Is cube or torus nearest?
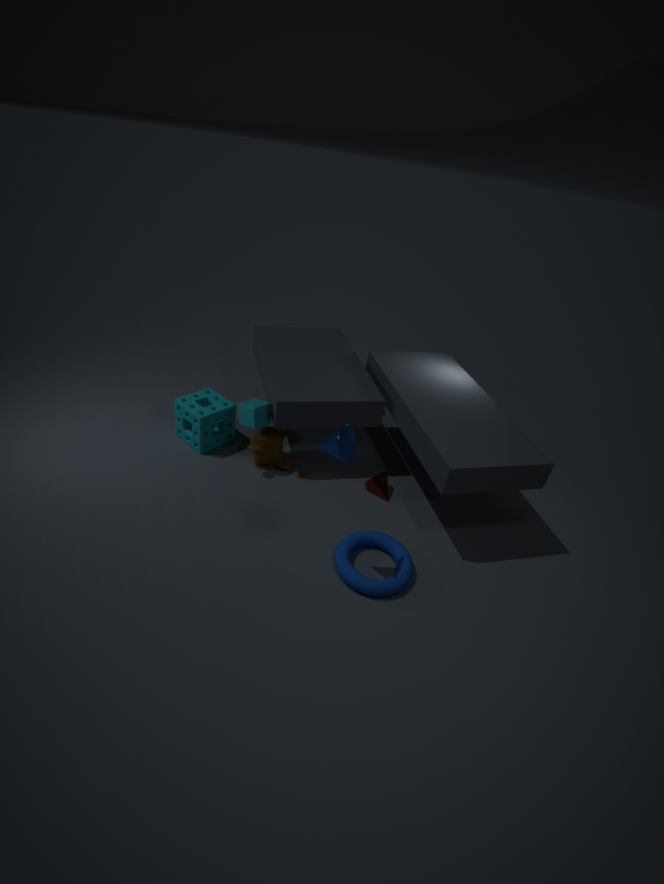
torus
